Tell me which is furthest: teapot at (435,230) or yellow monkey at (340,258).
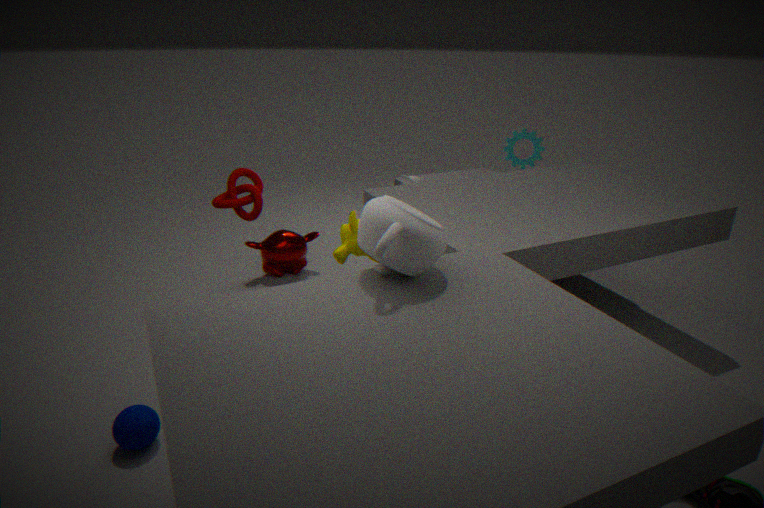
yellow monkey at (340,258)
